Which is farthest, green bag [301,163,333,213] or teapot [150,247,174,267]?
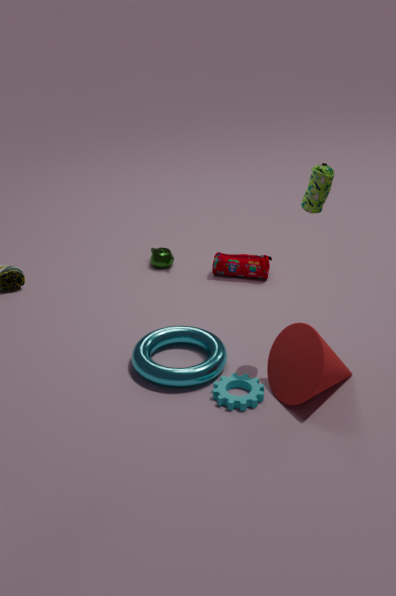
teapot [150,247,174,267]
